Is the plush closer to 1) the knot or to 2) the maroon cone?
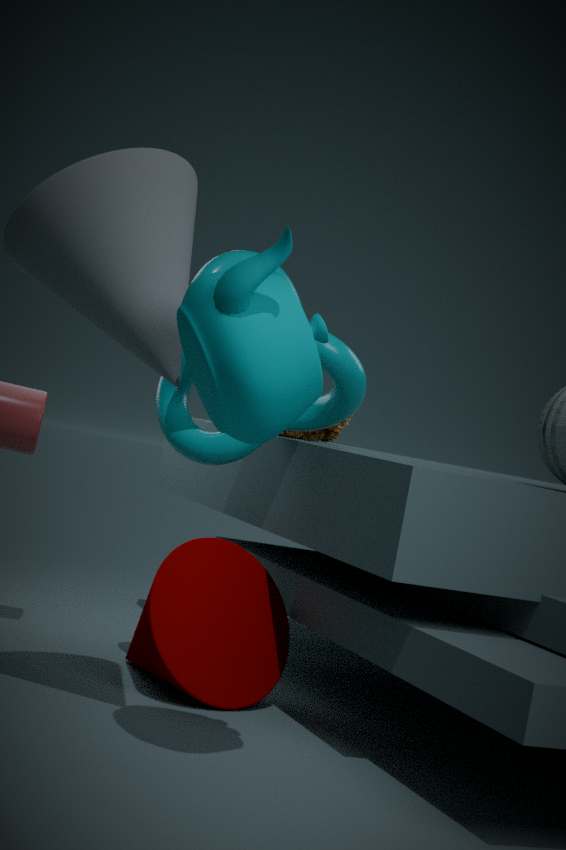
1) the knot
